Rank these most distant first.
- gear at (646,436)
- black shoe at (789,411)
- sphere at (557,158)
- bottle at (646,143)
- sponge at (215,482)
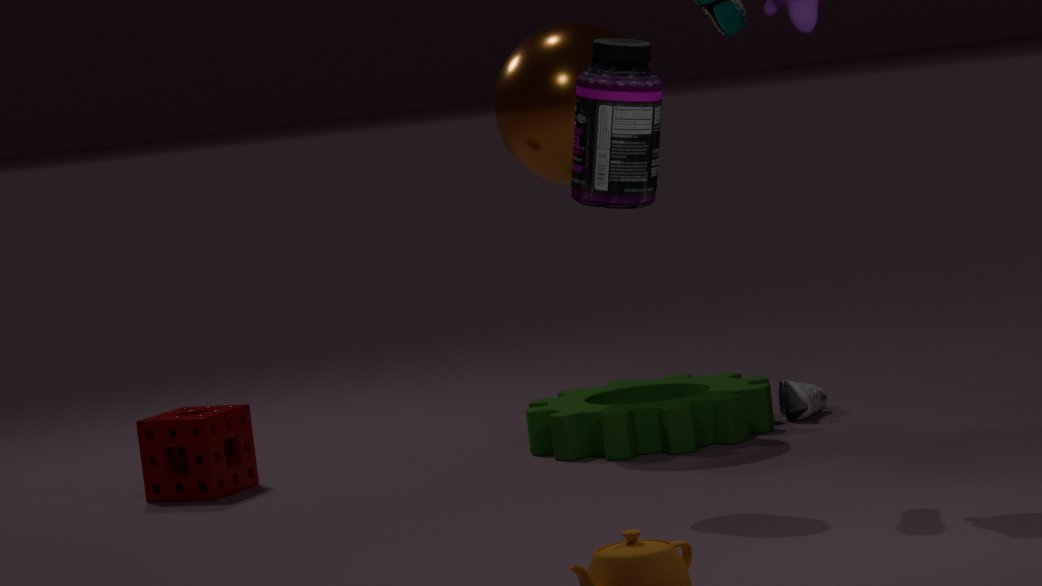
black shoe at (789,411), sponge at (215,482), sphere at (557,158), gear at (646,436), bottle at (646,143)
